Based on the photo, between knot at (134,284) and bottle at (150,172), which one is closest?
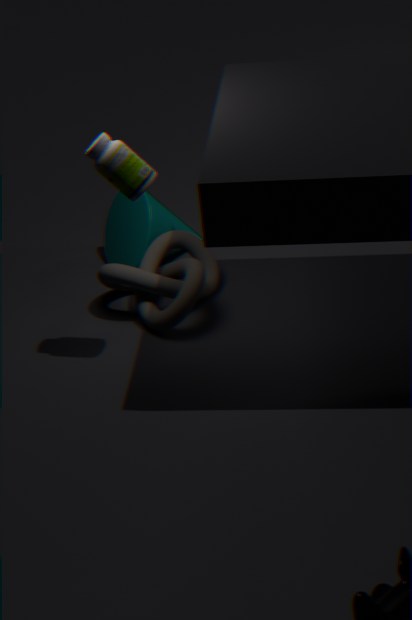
bottle at (150,172)
